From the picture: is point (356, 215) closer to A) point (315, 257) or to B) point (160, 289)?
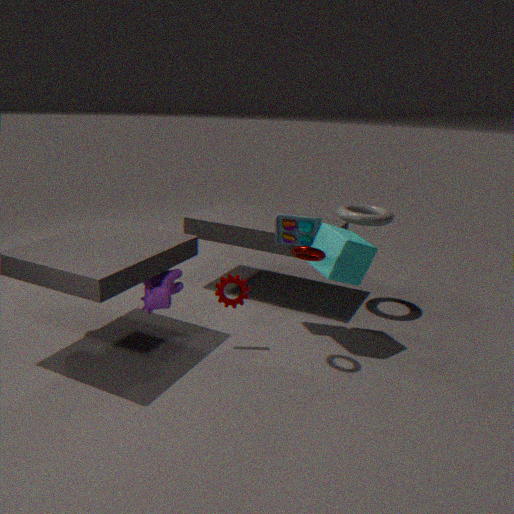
A) point (315, 257)
